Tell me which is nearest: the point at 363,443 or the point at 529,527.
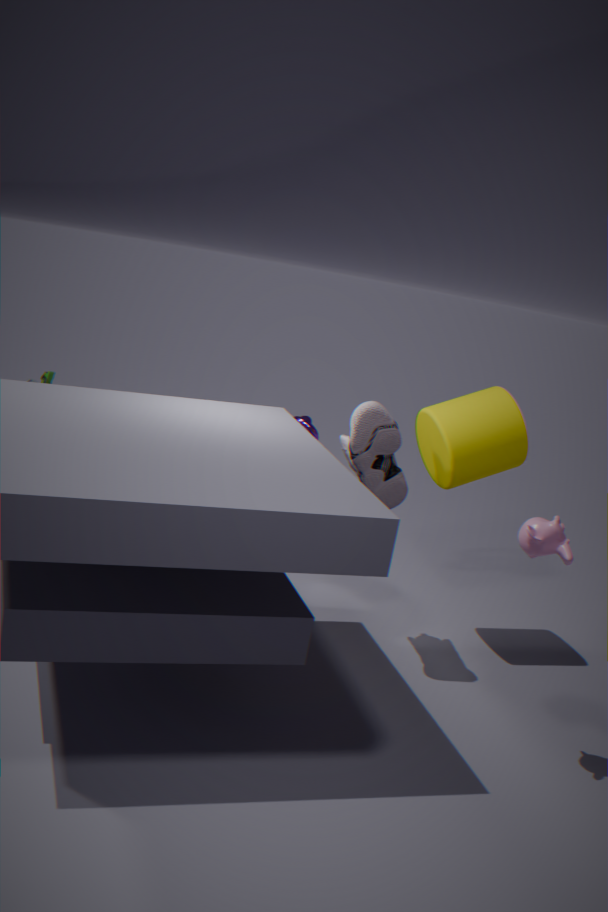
the point at 529,527
